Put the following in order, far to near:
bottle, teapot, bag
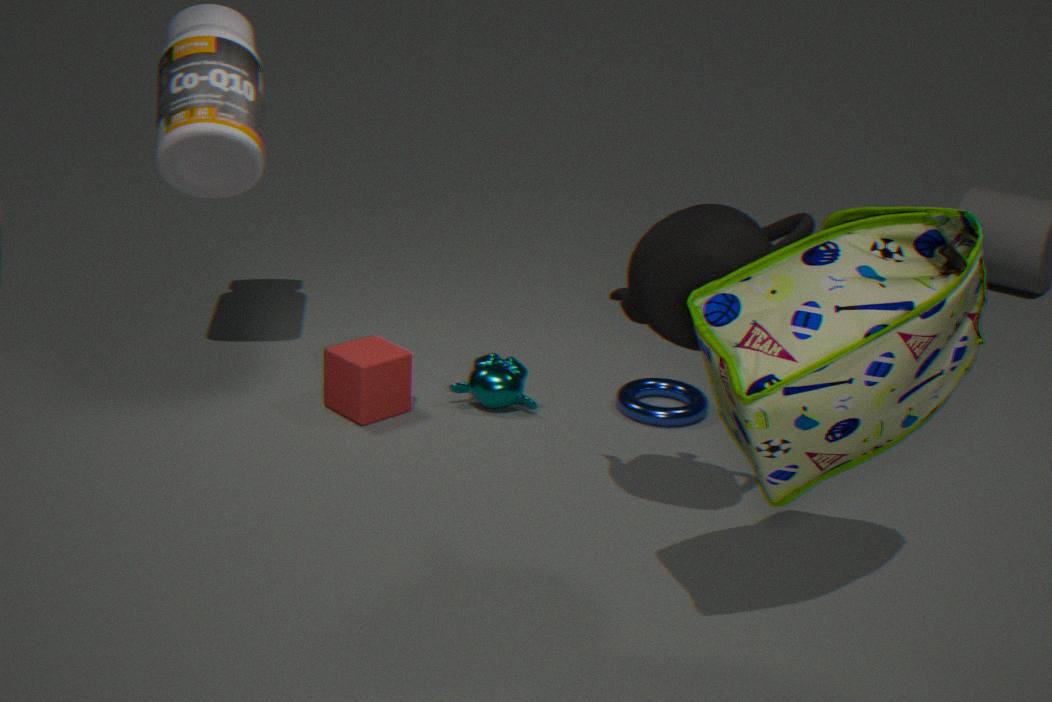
bottle < teapot < bag
